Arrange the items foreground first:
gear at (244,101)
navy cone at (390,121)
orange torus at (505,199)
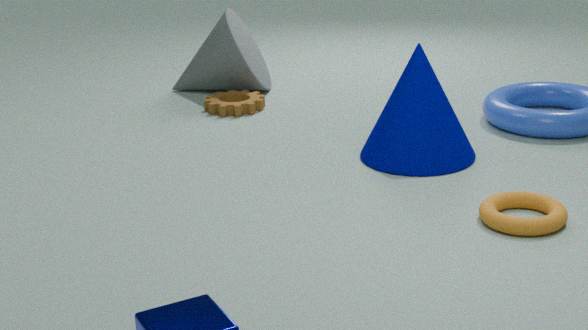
orange torus at (505,199) < navy cone at (390,121) < gear at (244,101)
